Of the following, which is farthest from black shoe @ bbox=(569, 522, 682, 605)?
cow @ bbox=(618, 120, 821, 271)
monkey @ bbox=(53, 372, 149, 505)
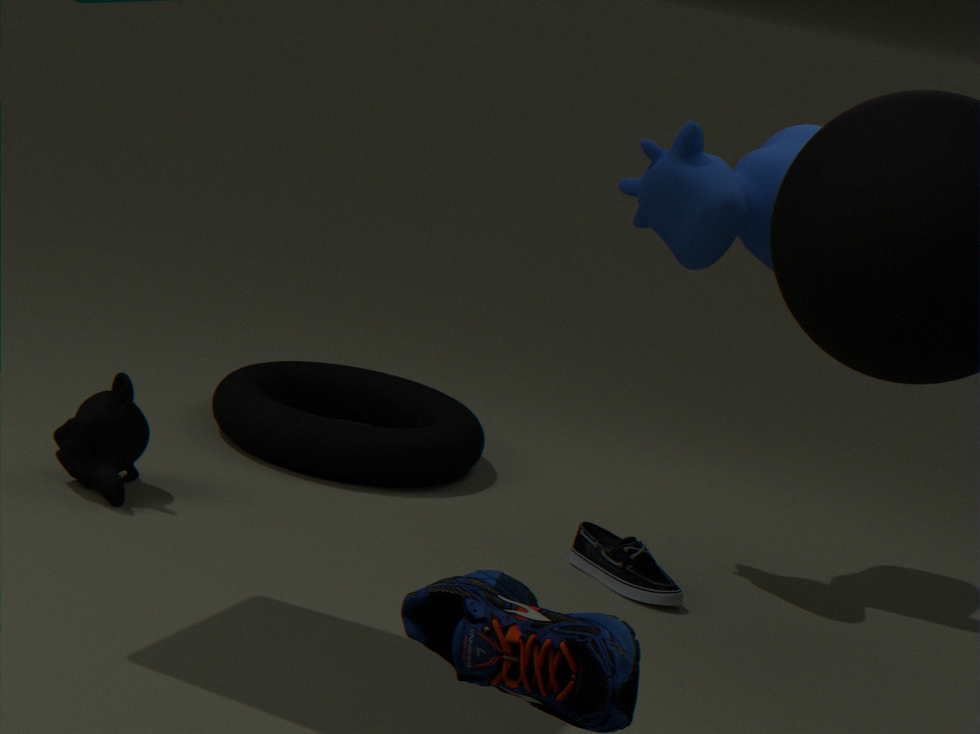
monkey @ bbox=(53, 372, 149, 505)
